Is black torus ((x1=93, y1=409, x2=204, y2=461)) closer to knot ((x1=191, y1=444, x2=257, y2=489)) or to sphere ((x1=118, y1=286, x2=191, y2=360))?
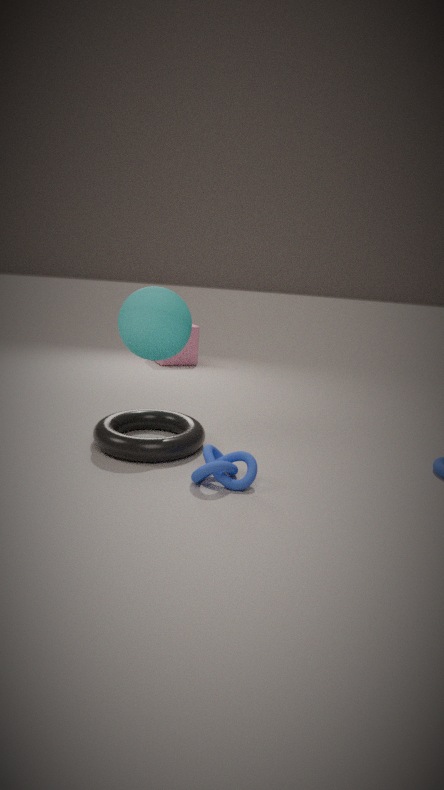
knot ((x1=191, y1=444, x2=257, y2=489))
